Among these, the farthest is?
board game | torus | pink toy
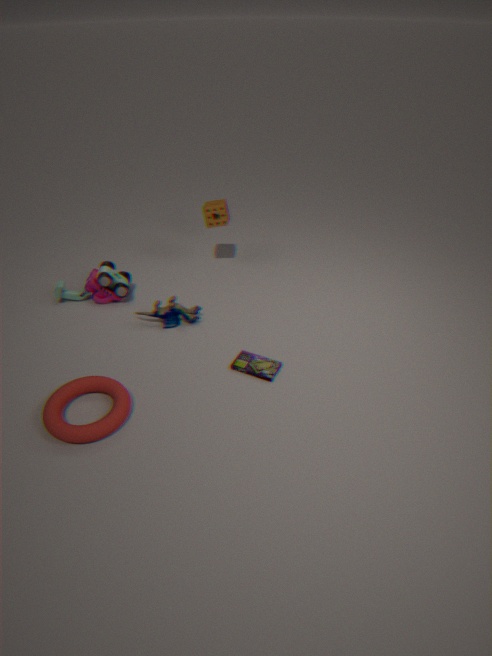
pink toy
